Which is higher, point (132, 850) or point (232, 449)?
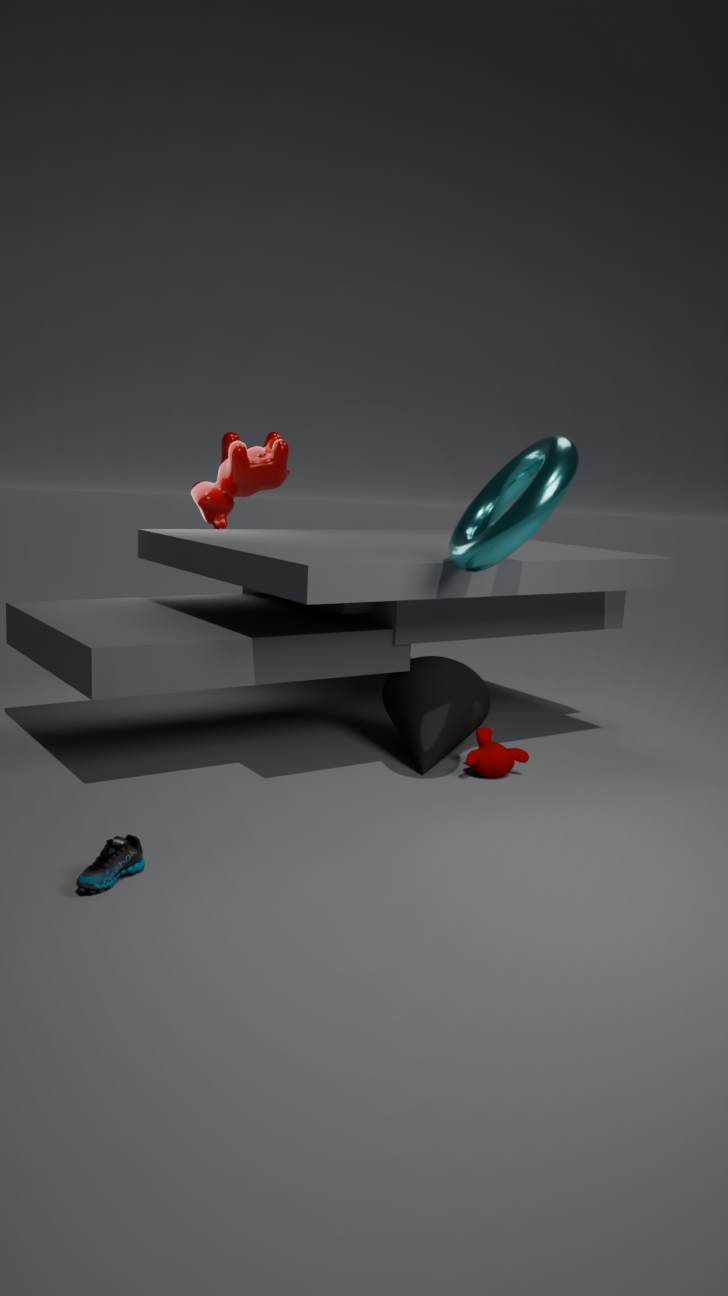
point (232, 449)
